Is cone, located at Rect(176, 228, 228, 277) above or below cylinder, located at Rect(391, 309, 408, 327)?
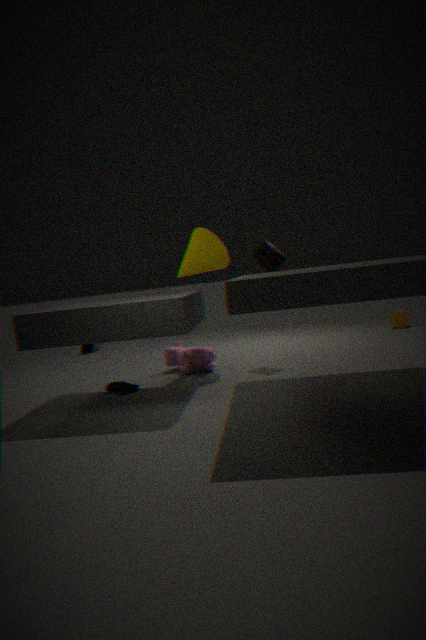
above
